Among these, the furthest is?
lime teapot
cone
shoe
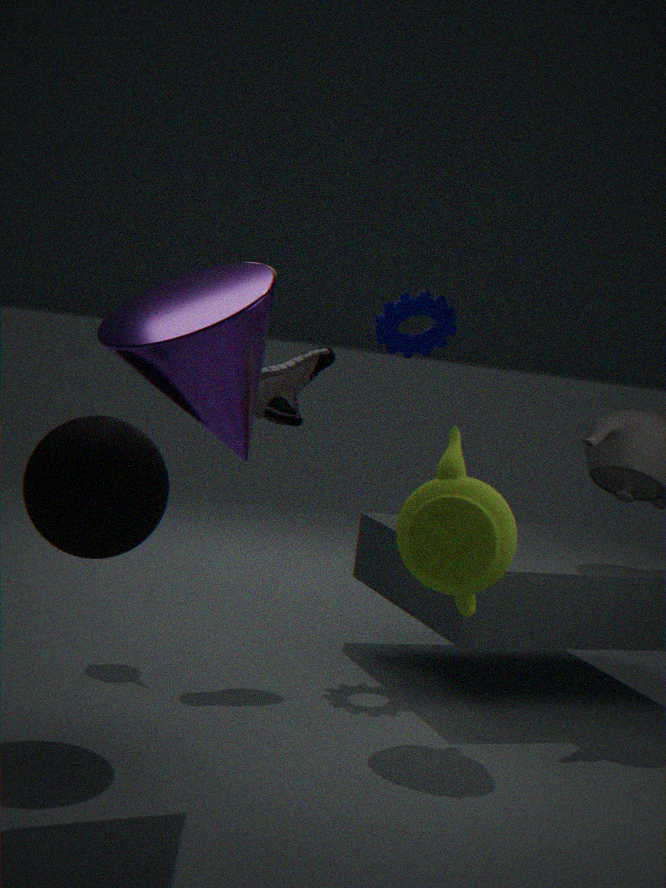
shoe
